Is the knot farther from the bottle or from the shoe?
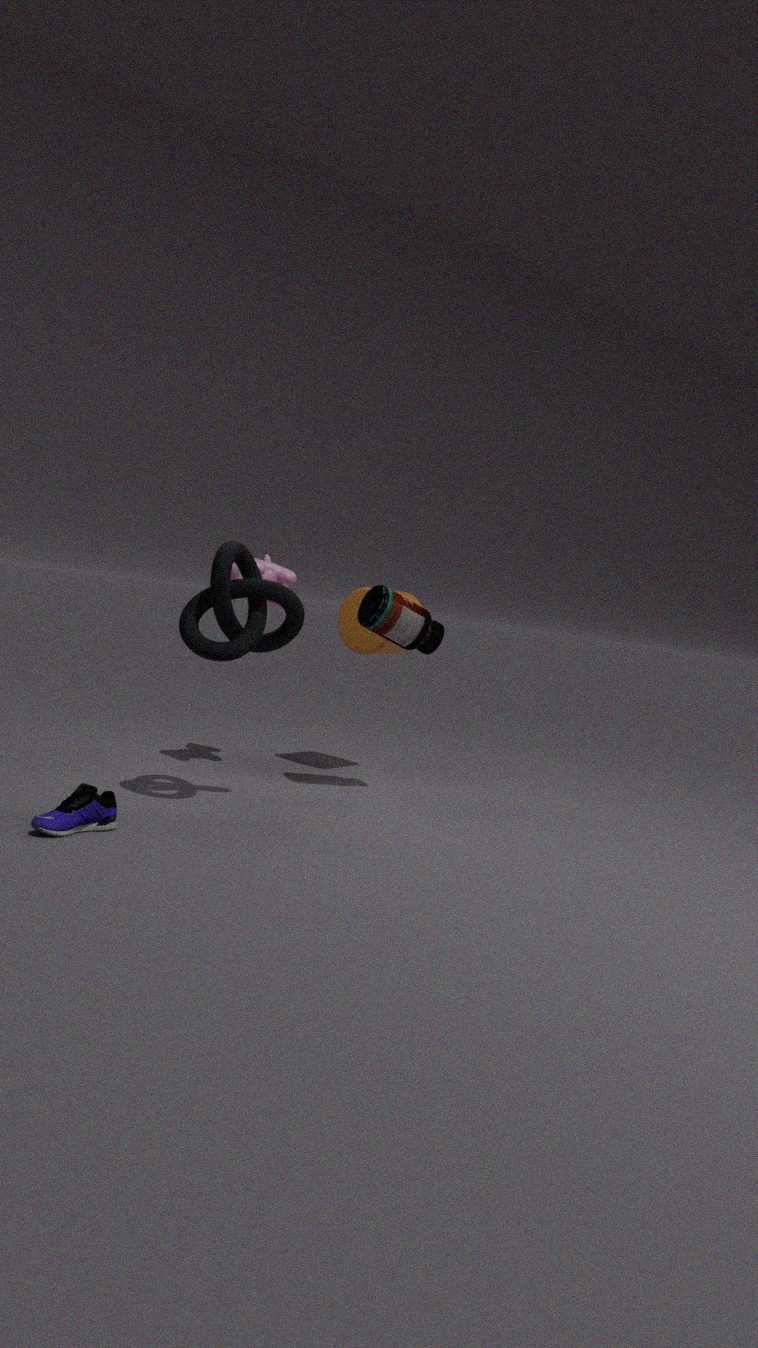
the shoe
